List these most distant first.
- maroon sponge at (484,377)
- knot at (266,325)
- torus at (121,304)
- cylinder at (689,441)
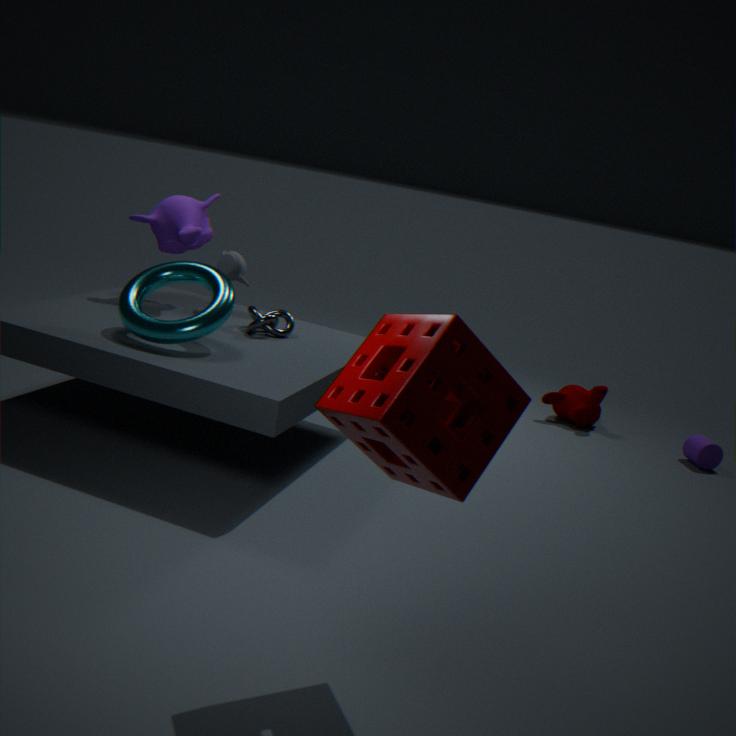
cylinder at (689,441) < knot at (266,325) < torus at (121,304) < maroon sponge at (484,377)
